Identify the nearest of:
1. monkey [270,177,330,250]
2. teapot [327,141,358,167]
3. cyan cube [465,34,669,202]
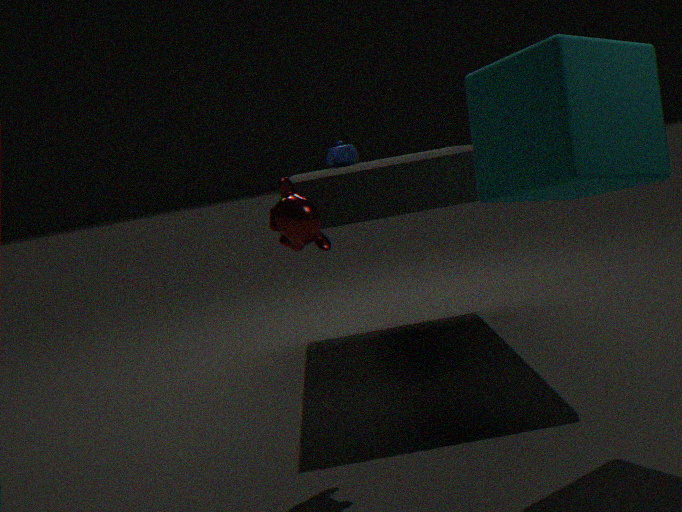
cyan cube [465,34,669,202]
